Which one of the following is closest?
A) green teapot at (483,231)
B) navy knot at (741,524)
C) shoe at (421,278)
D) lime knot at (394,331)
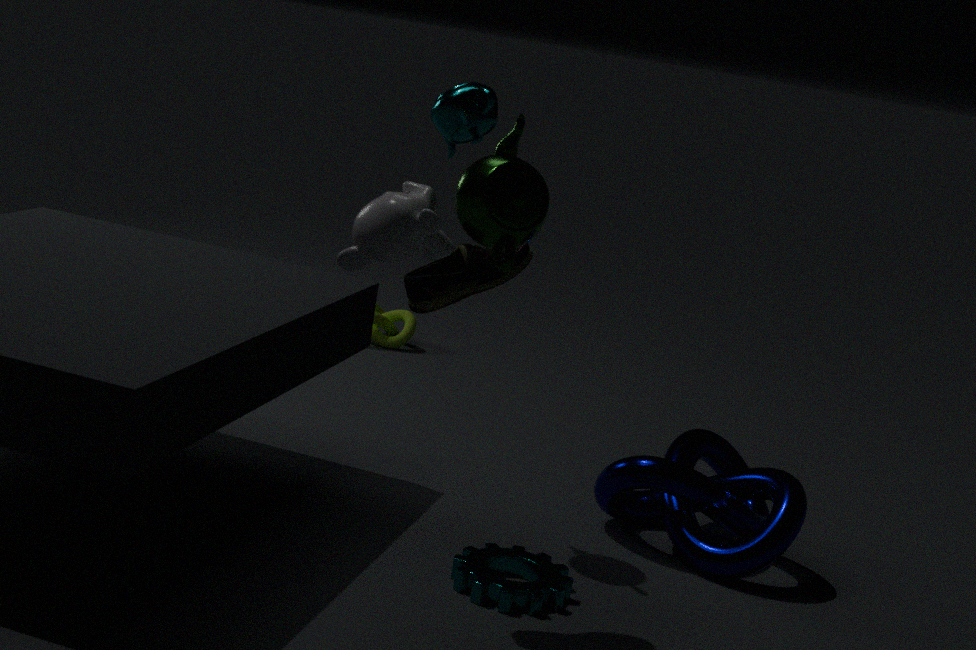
green teapot at (483,231)
